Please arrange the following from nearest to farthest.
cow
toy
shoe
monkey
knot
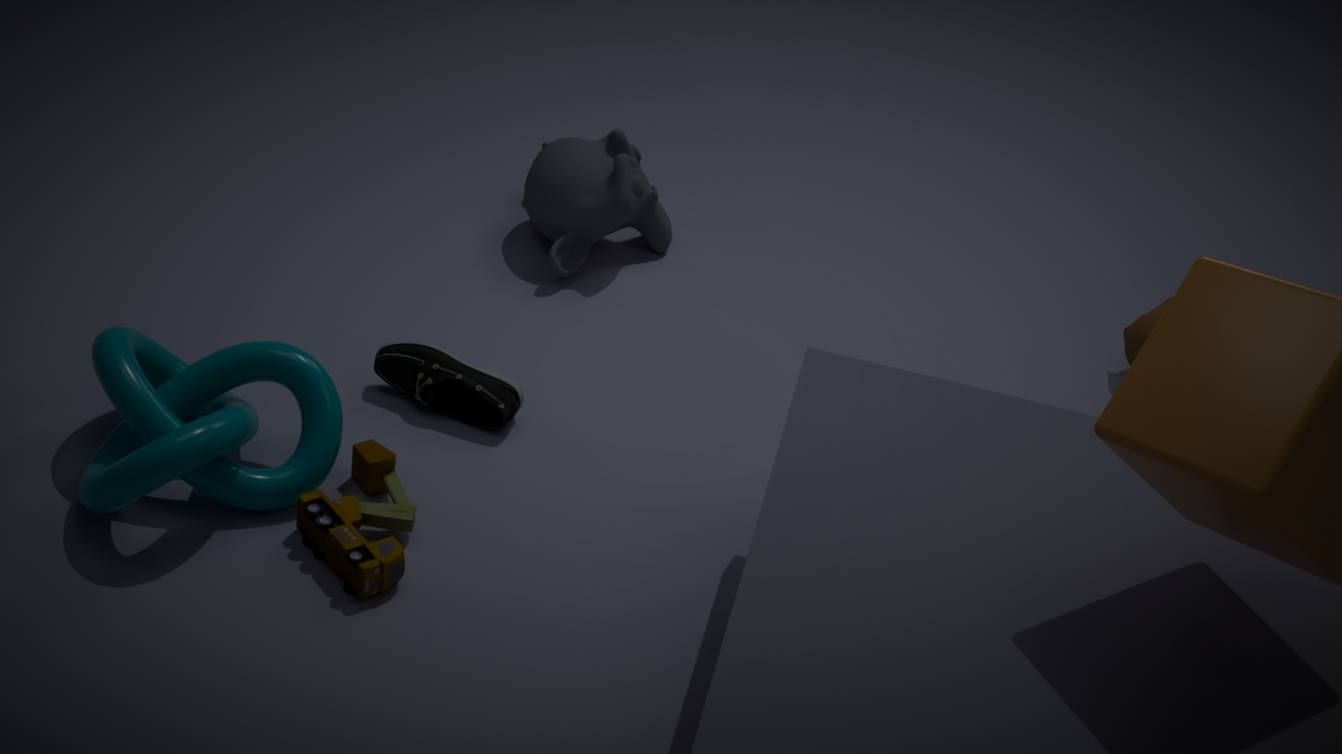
knot
toy
shoe
cow
monkey
